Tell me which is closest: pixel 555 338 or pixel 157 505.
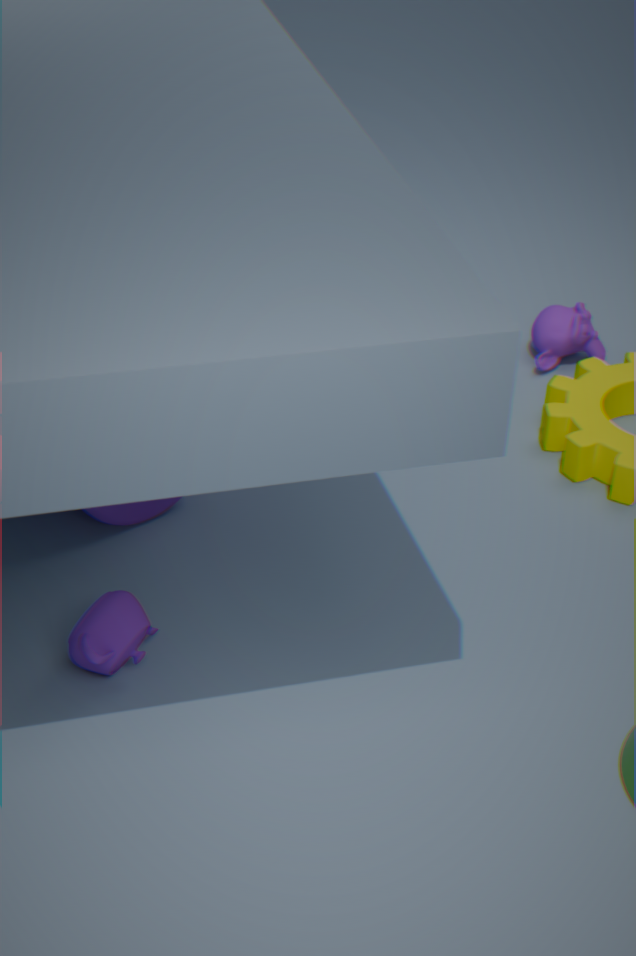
pixel 157 505
